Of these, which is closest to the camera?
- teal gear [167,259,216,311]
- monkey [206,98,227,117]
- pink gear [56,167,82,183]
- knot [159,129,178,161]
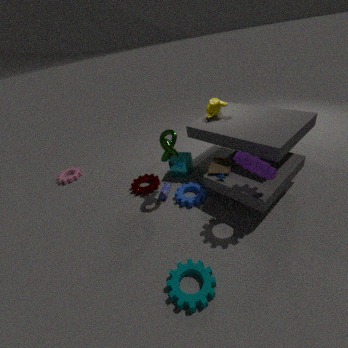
teal gear [167,259,216,311]
